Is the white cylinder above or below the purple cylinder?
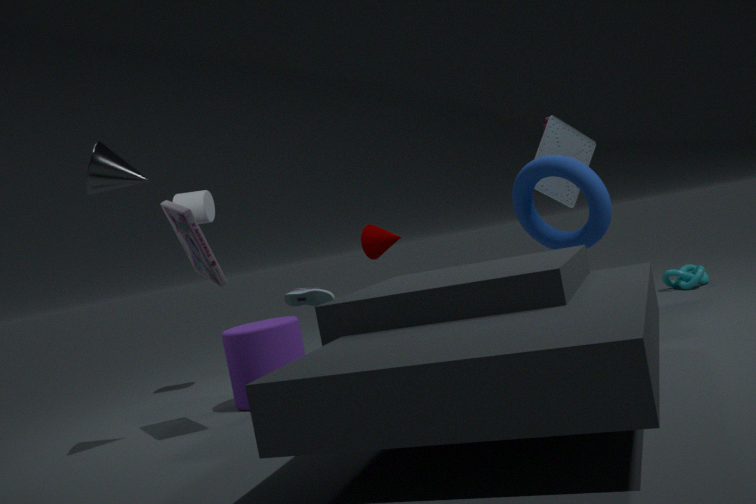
above
